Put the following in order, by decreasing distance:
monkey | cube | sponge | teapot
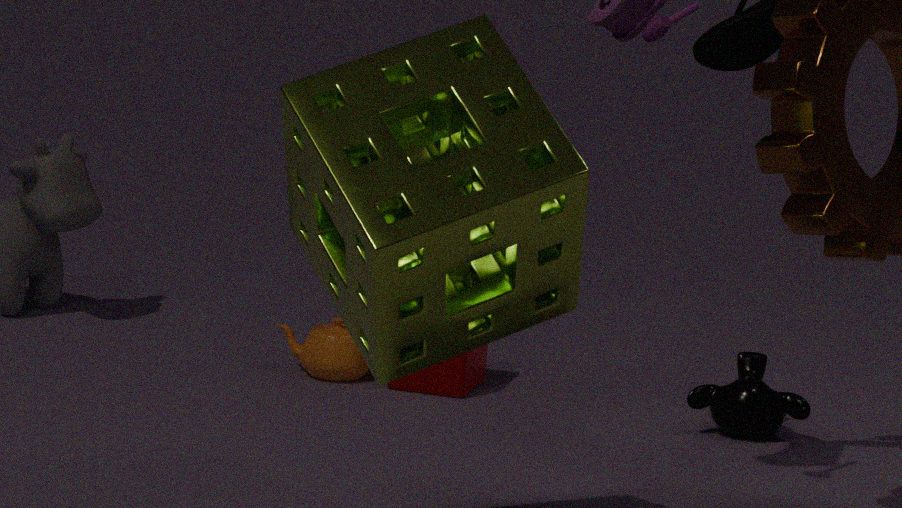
teapot → cube → monkey → sponge
